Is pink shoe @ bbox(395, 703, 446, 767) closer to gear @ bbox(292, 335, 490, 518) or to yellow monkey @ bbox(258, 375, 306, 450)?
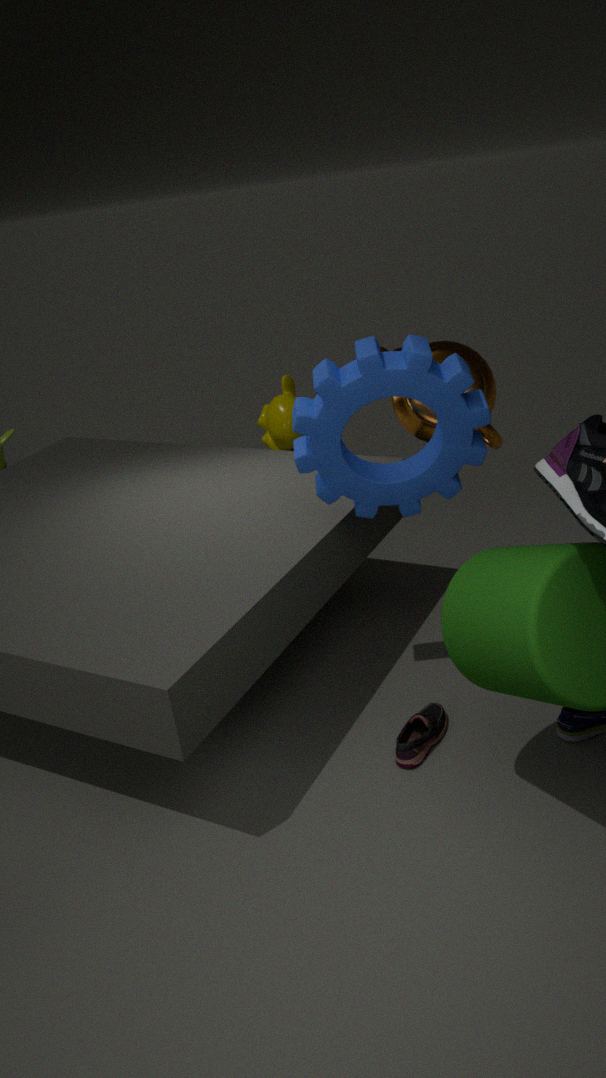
gear @ bbox(292, 335, 490, 518)
